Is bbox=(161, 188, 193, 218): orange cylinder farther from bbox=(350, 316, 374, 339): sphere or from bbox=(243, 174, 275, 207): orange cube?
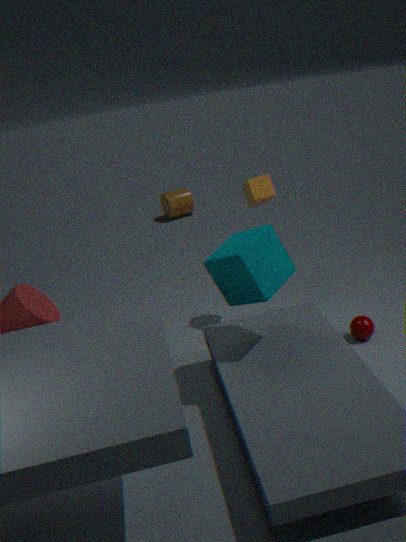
bbox=(350, 316, 374, 339): sphere
